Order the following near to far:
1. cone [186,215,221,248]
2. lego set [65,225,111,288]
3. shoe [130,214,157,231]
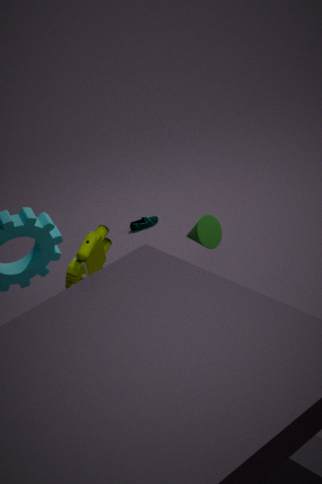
lego set [65,225,111,288]
cone [186,215,221,248]
shoe [130,214,157,231]
